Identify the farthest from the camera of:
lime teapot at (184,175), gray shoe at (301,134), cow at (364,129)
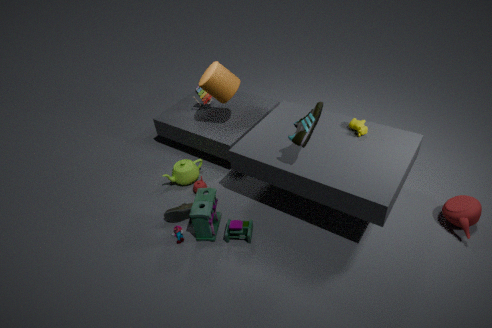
lime teapot at (184,175)
